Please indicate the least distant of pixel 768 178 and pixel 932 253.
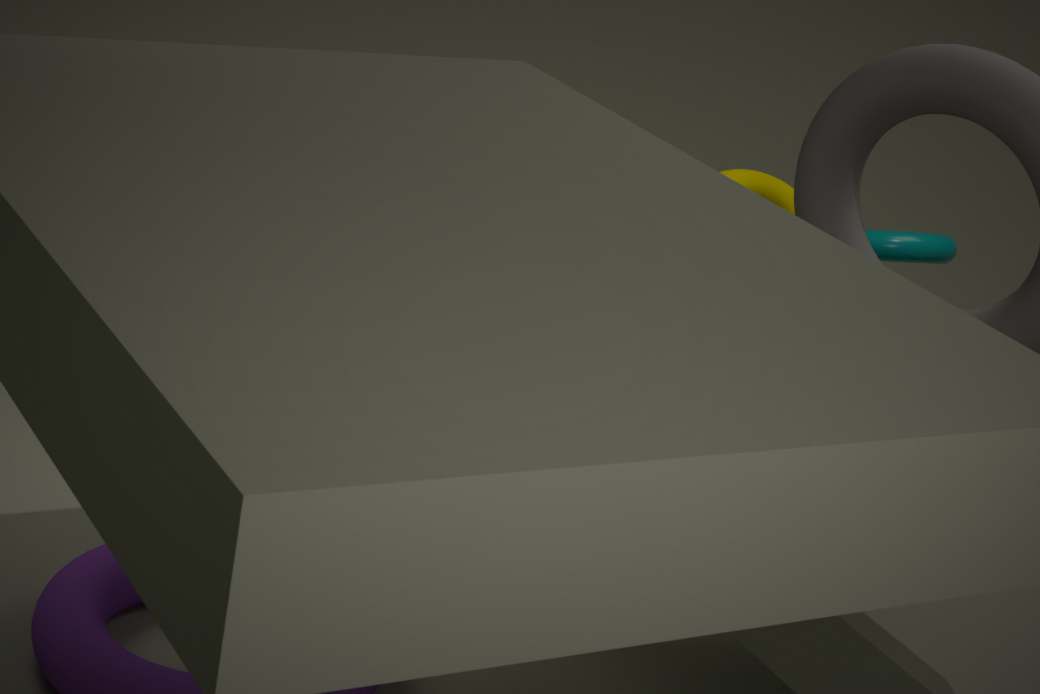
pixel 768 178
